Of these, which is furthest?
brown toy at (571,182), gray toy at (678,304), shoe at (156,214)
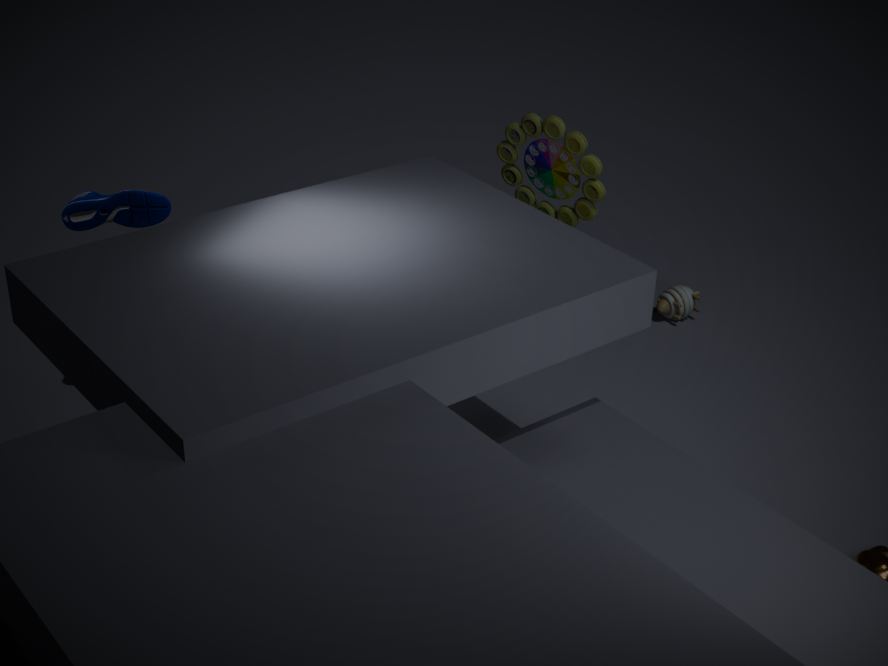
gray toy at (678,304)
